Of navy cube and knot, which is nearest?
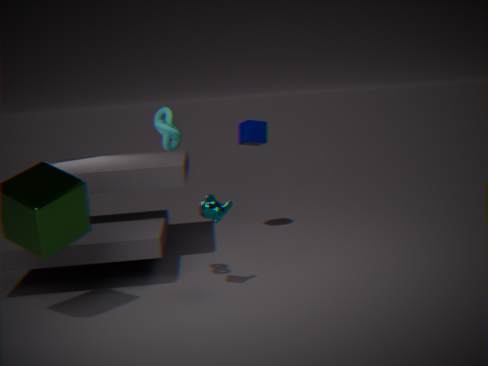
knot
